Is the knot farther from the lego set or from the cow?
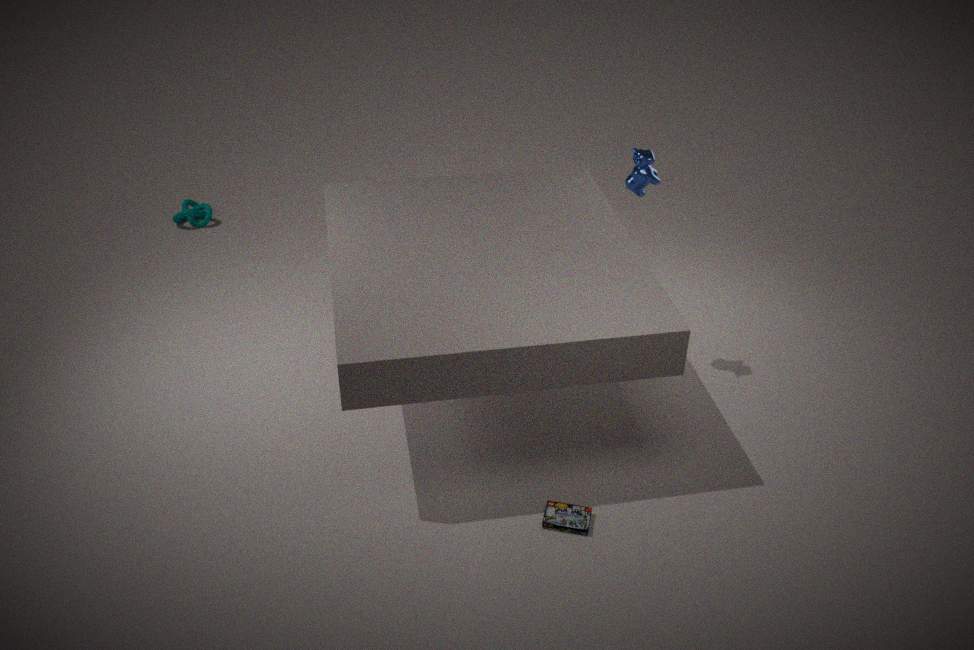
the lego set
